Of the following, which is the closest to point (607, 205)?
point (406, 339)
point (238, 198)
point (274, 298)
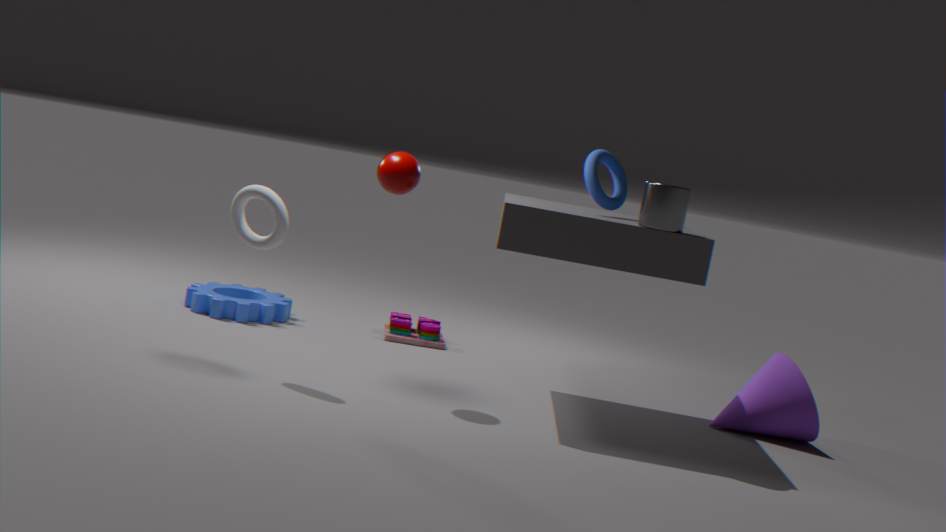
point (238, 198)
